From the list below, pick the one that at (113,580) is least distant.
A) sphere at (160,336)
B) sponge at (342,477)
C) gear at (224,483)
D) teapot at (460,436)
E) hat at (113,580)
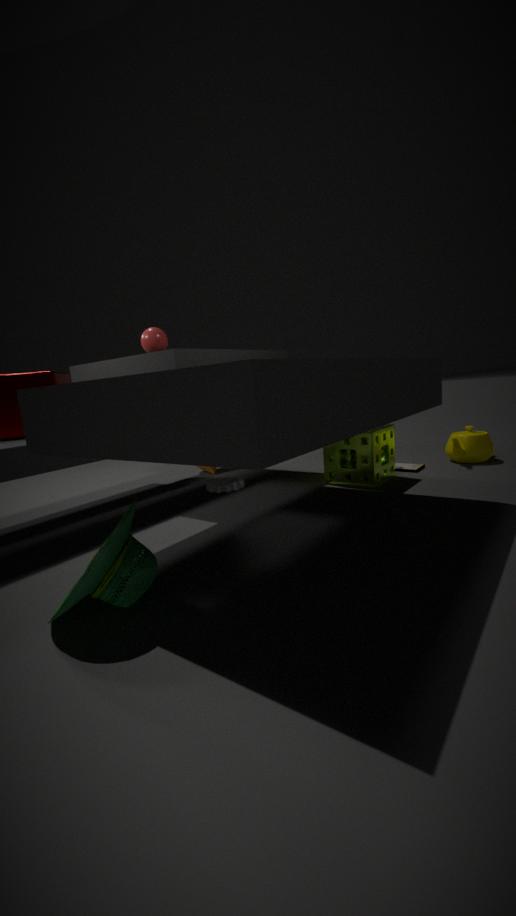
hat at (113,580)
